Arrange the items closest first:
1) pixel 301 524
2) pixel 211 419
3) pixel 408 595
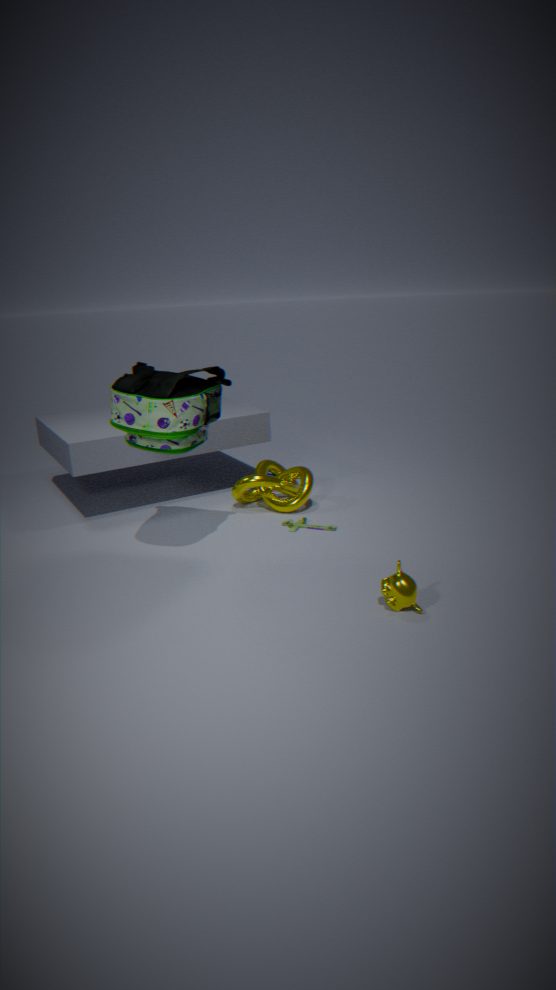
3. pixel 408 595
2. pixel 211 419
1. pixel 301 524
